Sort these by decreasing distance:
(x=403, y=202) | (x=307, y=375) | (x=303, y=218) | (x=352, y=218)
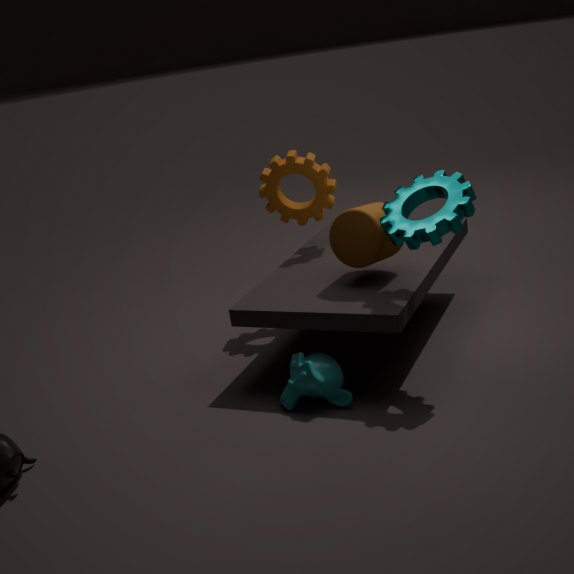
(x=303, y=218), (x=352, y=218), (x=403, y=202), (x=307, y=375)
